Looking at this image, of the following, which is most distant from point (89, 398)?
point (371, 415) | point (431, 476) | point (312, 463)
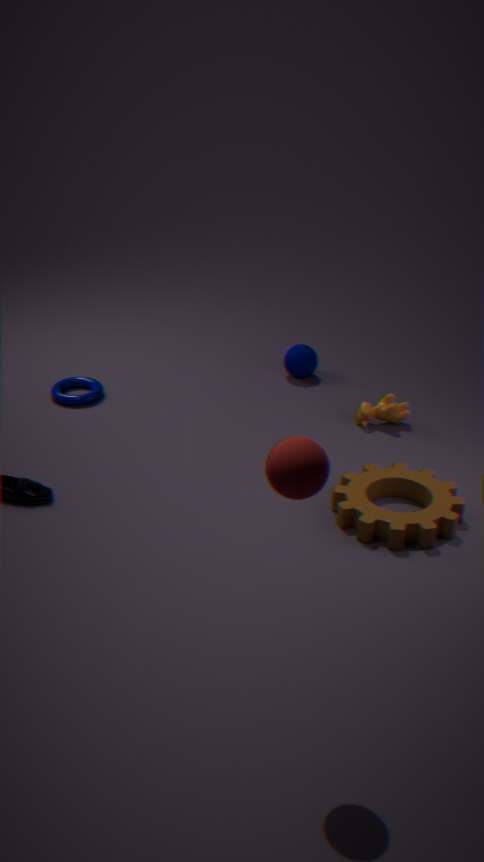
point (312, 463)
